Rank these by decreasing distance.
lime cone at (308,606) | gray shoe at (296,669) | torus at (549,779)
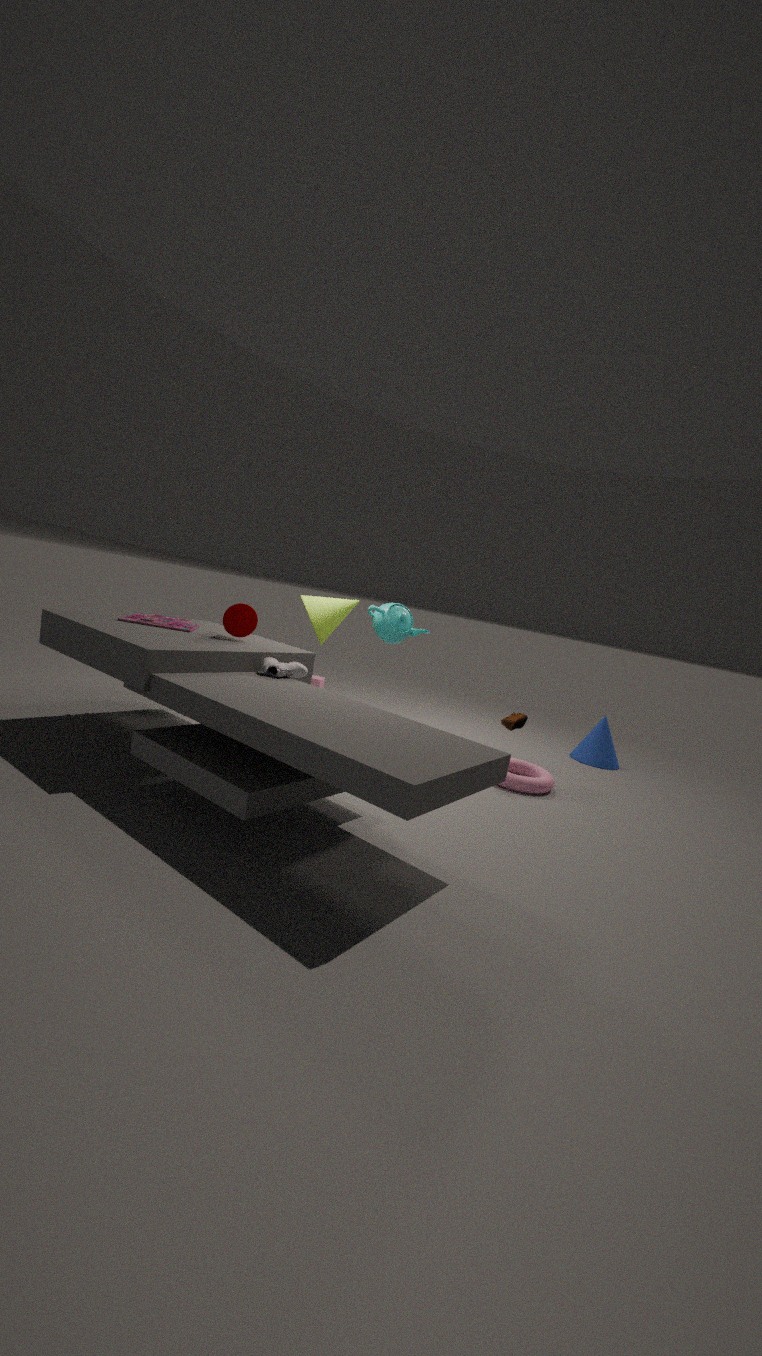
lime cone at (308,606) < torus at (549,779) < gray shoe at (296,669)
